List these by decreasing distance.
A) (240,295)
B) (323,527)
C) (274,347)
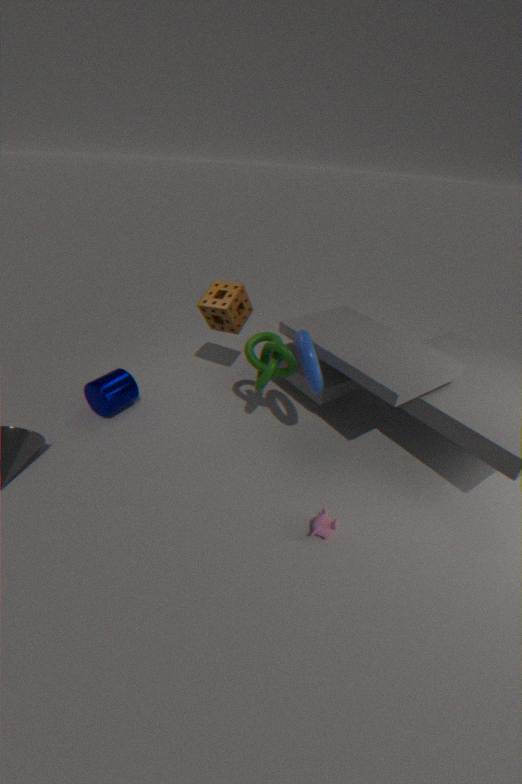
(240,295), (274,347), (323,527)
